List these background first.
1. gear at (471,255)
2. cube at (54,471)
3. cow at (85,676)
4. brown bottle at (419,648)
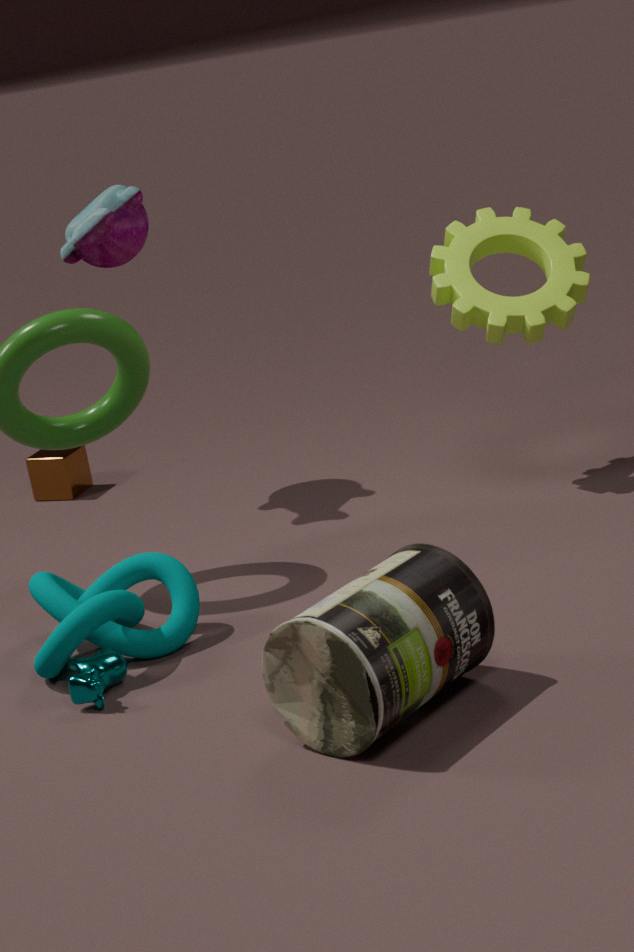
cube at (54,471), gear at (471,255), cow at (85,676), brown bottle at (419,648)
